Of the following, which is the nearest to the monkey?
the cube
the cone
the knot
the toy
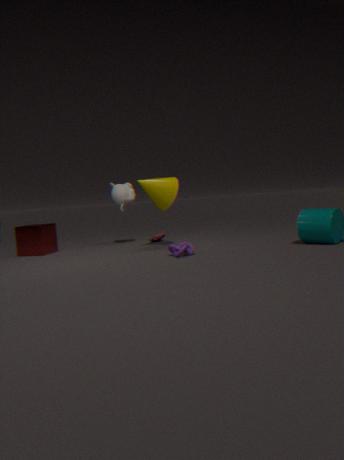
the cone
